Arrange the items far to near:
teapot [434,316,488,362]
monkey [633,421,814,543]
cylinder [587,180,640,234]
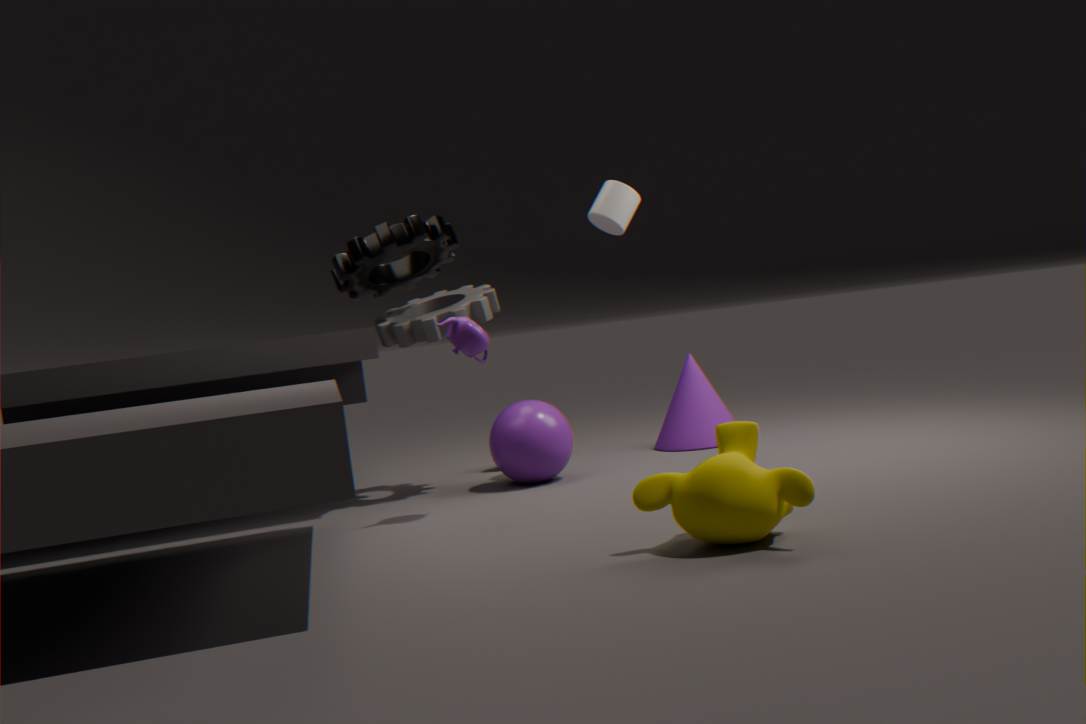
cylinder [587,180,640,234] < teapot [434,316,488,362] < monkey [633,421,814,543]
